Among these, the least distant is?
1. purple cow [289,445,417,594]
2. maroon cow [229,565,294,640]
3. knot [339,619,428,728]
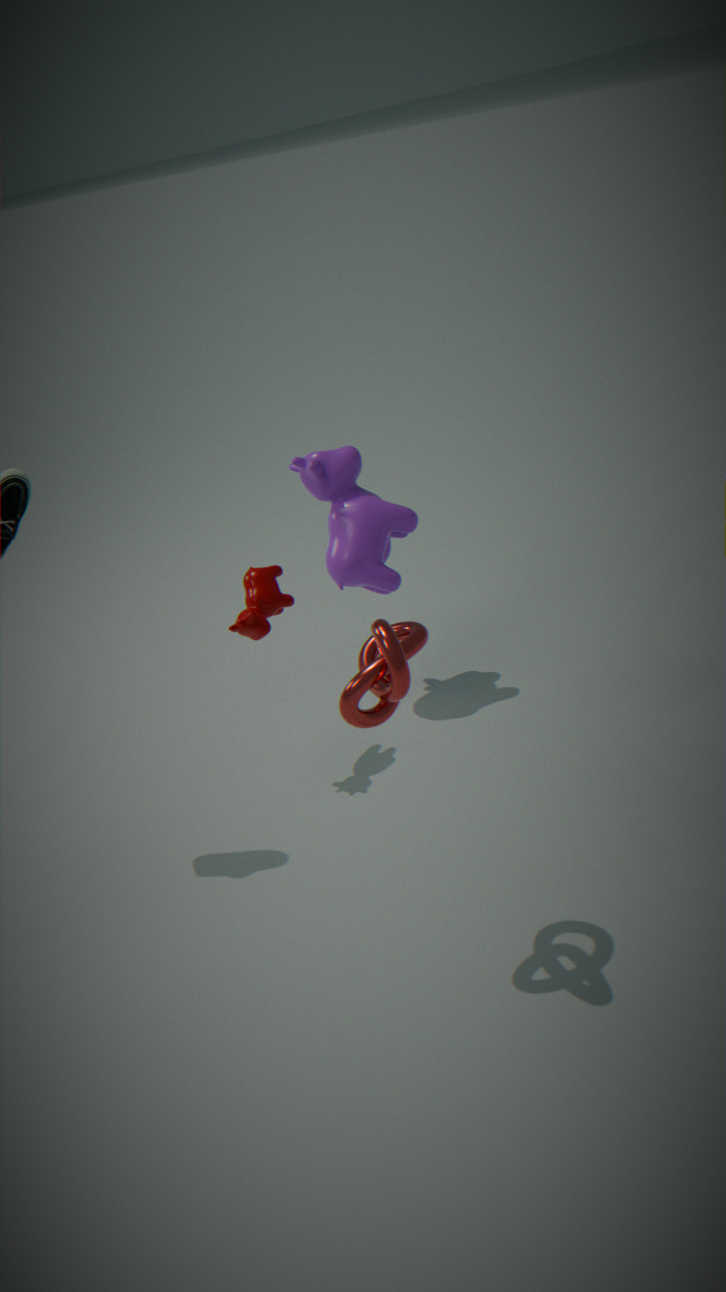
knot [339,619,428,728]
